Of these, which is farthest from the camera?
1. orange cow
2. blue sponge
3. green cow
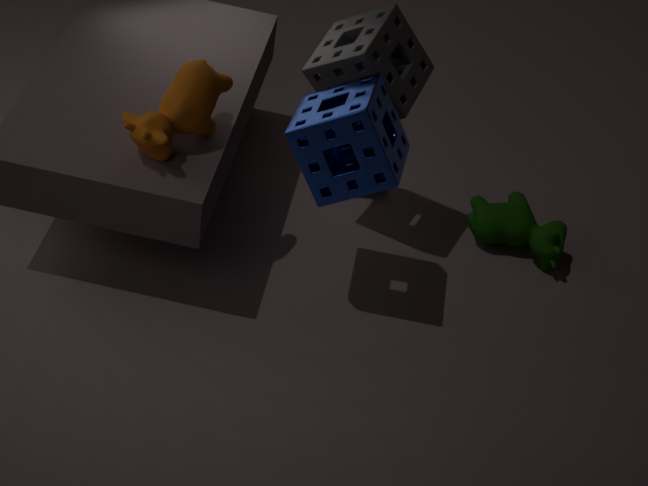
green cow
